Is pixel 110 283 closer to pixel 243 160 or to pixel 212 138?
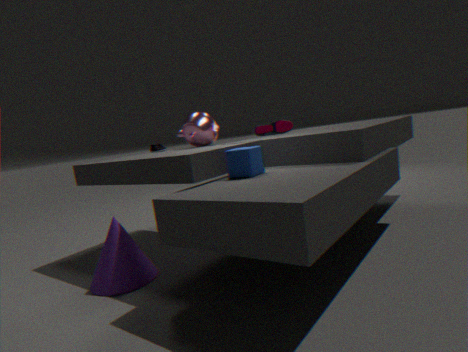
pixel 243 160
